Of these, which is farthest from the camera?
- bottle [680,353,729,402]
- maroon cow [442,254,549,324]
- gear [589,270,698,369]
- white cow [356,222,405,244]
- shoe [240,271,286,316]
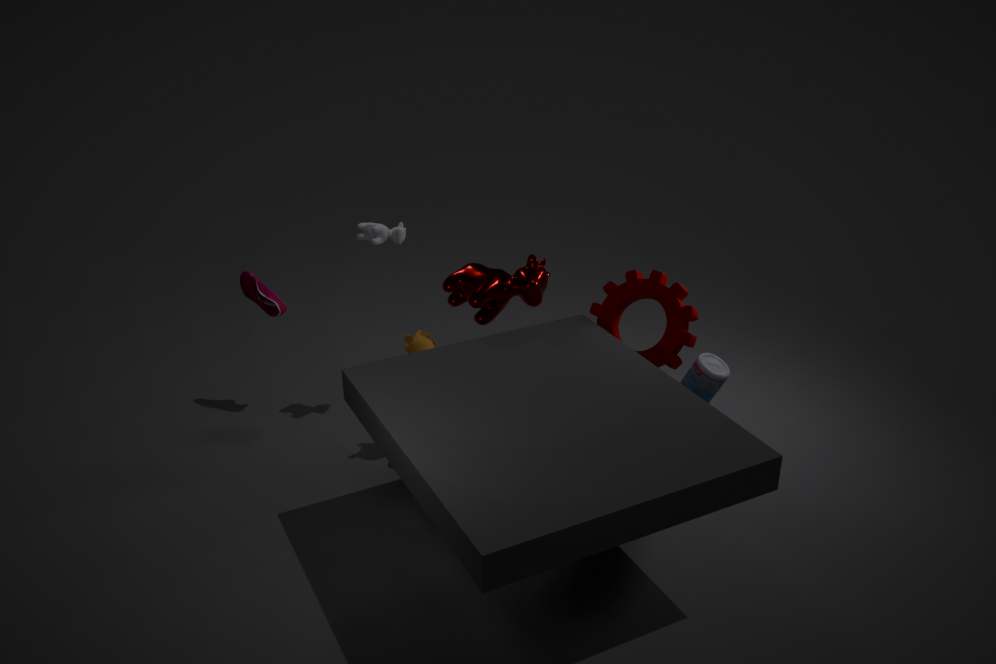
shoe [240,271,286,316]
